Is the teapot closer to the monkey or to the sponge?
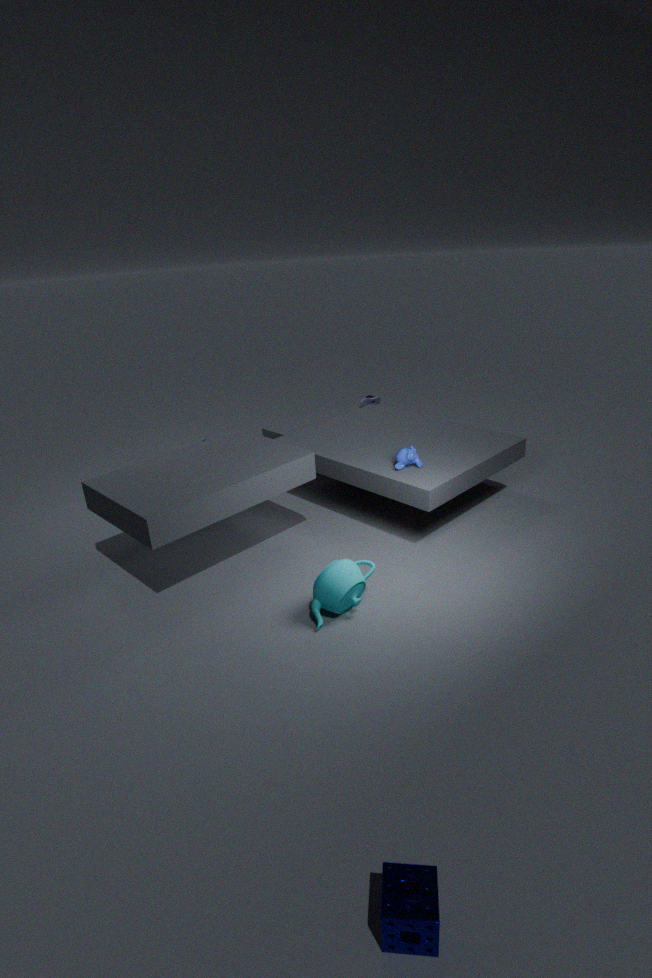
the monkey
